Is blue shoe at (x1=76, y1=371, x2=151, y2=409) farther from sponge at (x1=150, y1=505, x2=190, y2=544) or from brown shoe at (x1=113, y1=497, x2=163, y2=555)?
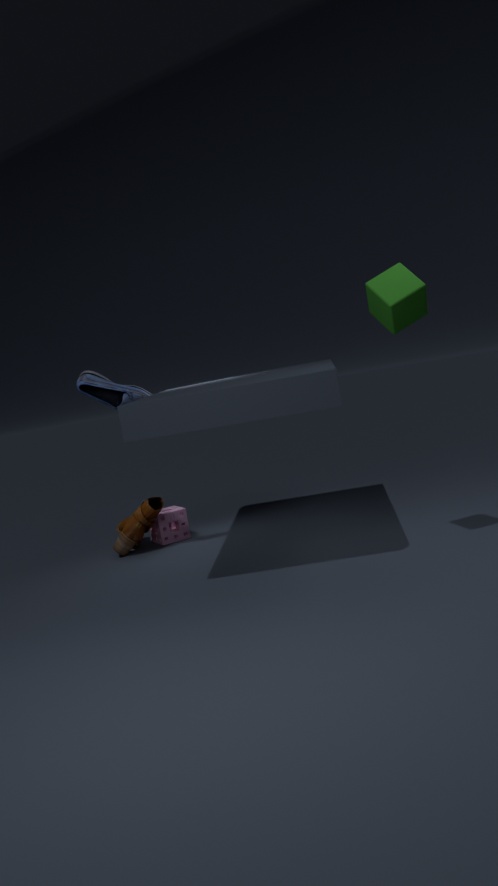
sponge at (x1=150, y1=505, x2=190, y2=544)
